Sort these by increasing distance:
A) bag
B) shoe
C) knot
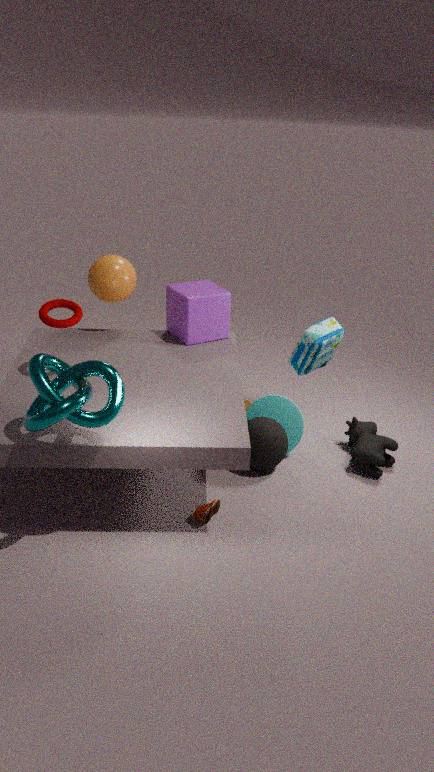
knot < shoe < bag
